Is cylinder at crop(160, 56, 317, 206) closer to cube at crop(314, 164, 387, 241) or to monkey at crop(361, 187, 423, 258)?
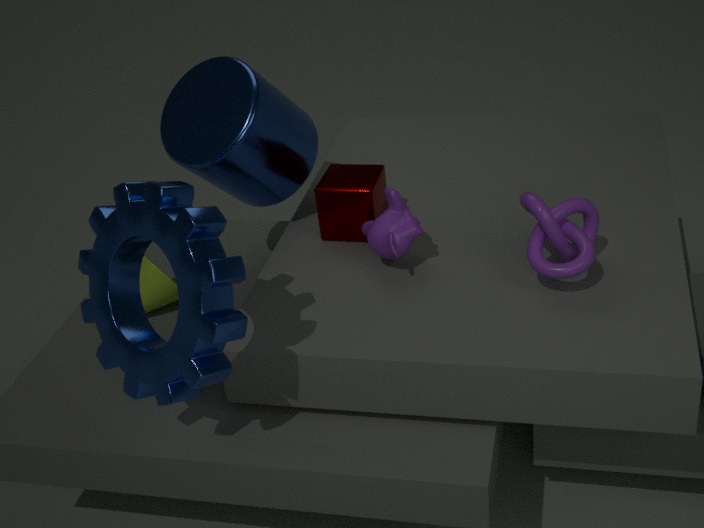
cube at crop(314, 164, 387, 241)
